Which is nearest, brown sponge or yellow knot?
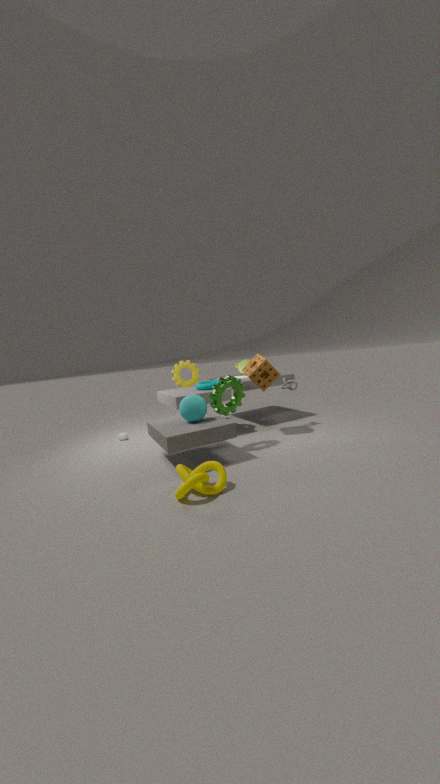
yellow knot
